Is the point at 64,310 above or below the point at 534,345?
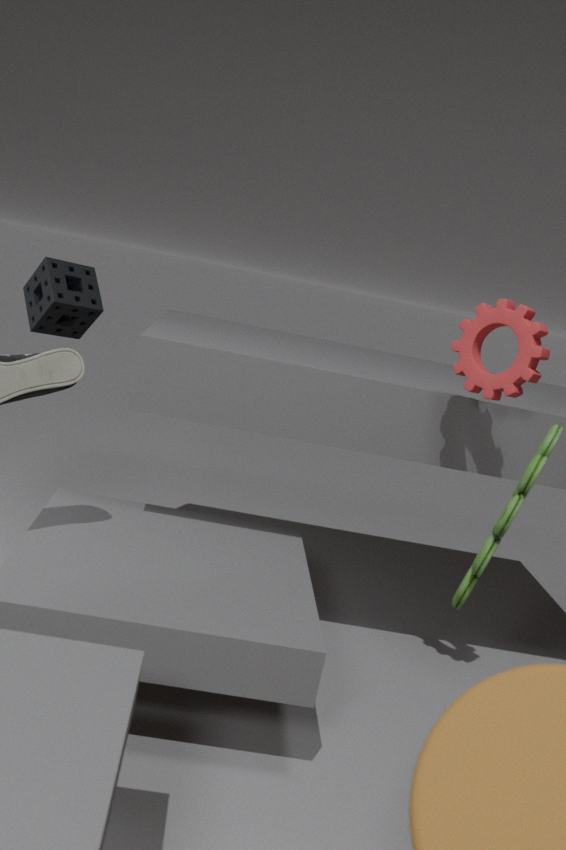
below
